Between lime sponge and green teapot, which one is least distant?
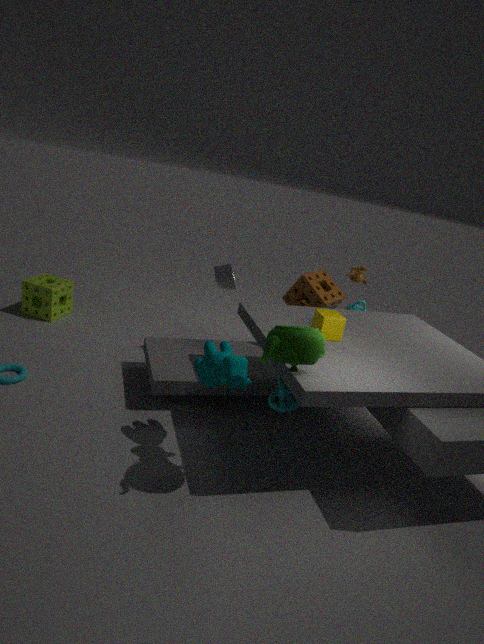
green teapot
